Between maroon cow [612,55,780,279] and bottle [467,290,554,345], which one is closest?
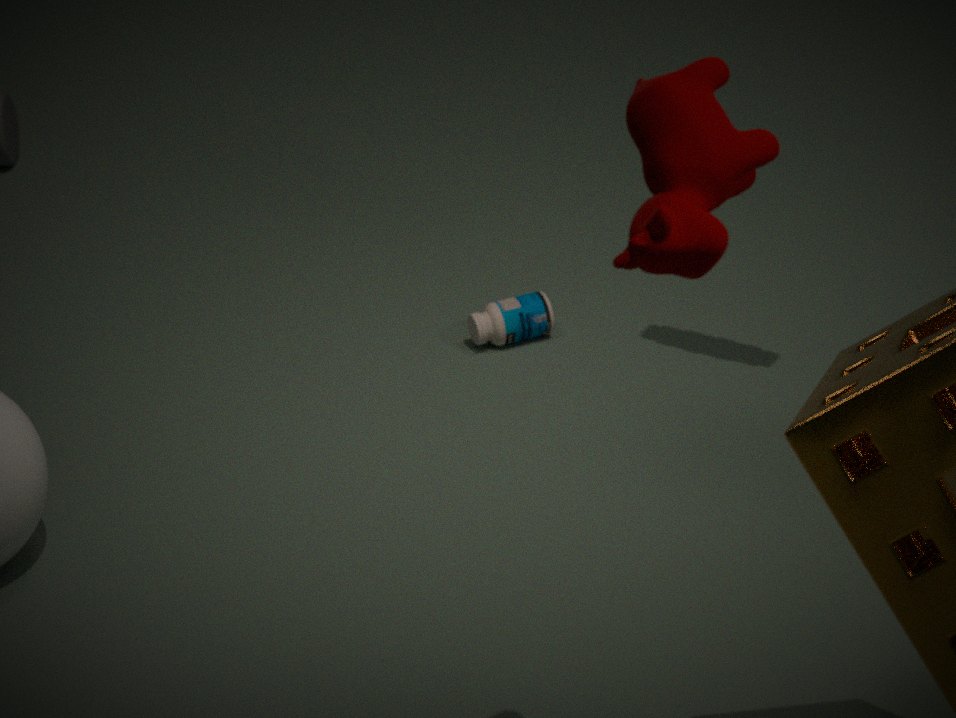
maroon cow [612,55,780,279]
